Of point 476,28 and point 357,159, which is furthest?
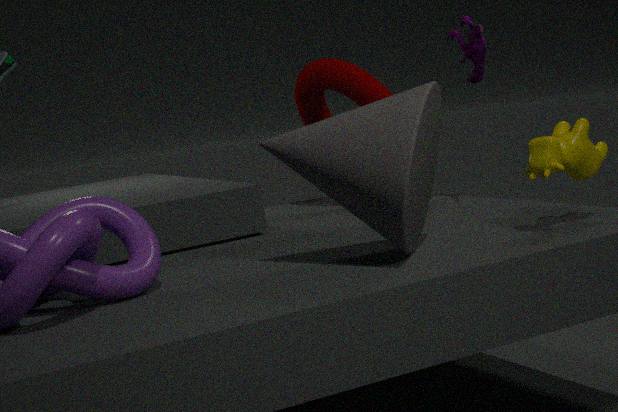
point 476,28
